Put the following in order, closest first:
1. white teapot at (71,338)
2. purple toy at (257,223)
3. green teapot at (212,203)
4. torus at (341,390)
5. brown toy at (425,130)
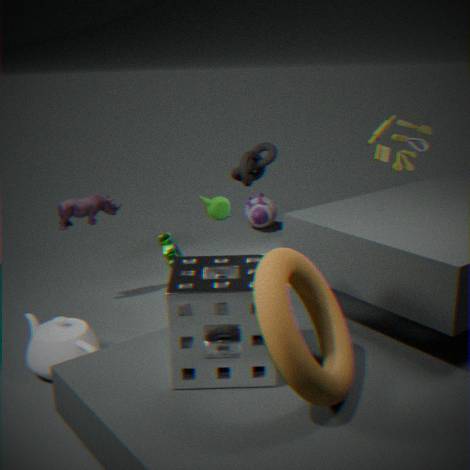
torus at (341,390) → white teapot at (71,338) → brown toy at (425,130) → green teapot at (212,203) → purple toy at (257,223)
